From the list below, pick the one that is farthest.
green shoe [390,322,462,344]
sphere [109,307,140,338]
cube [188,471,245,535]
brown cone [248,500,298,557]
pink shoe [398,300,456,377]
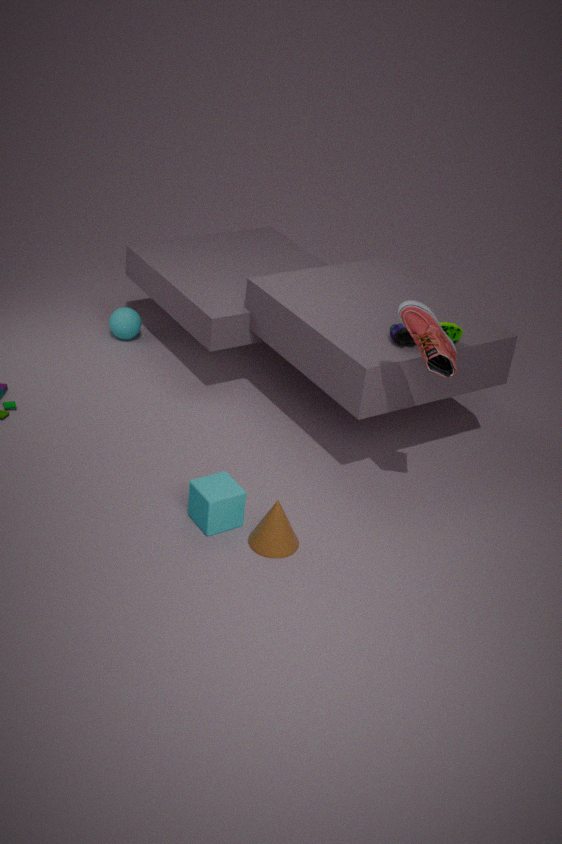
sphere [109,307,140,338]
